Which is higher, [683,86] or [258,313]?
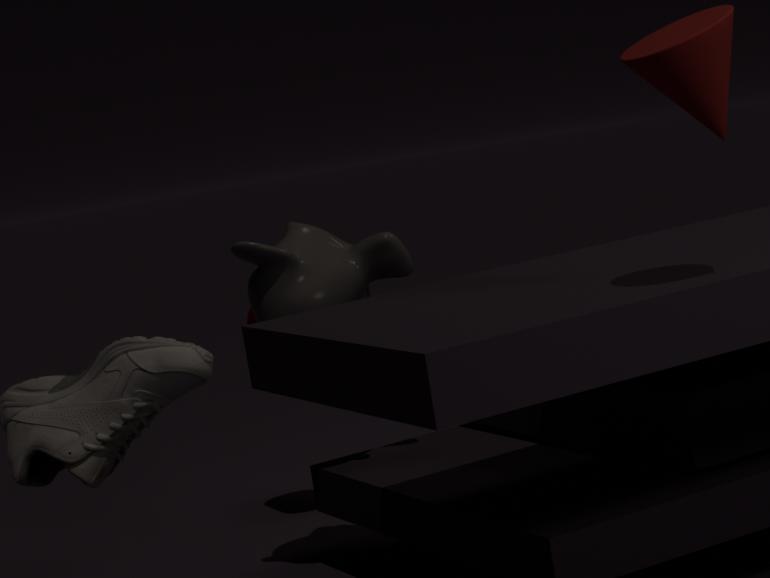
[683,86]
